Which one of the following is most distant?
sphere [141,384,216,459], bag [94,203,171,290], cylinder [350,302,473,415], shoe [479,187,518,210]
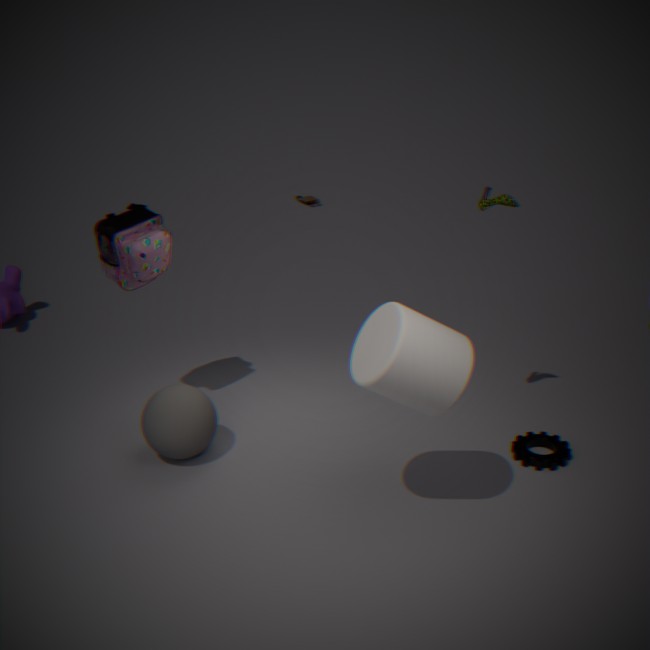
bag [94,203,171,290]
